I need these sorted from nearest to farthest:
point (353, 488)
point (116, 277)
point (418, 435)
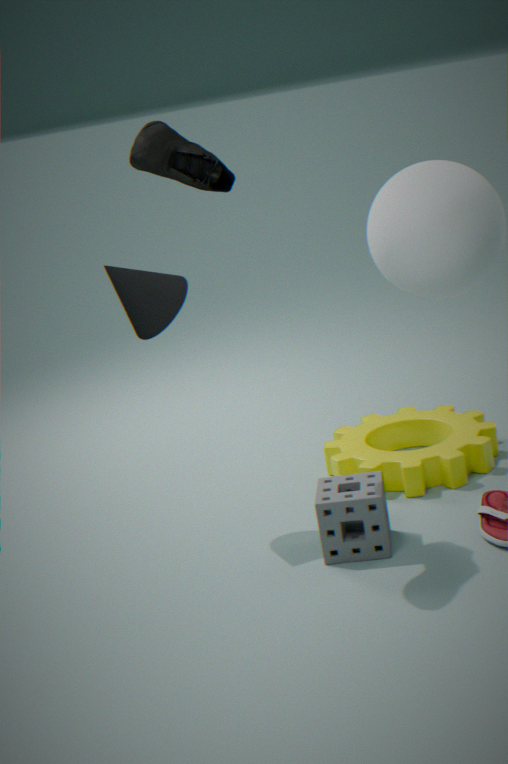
point (353, 488) → point (116, 277) → point (418, 435)
